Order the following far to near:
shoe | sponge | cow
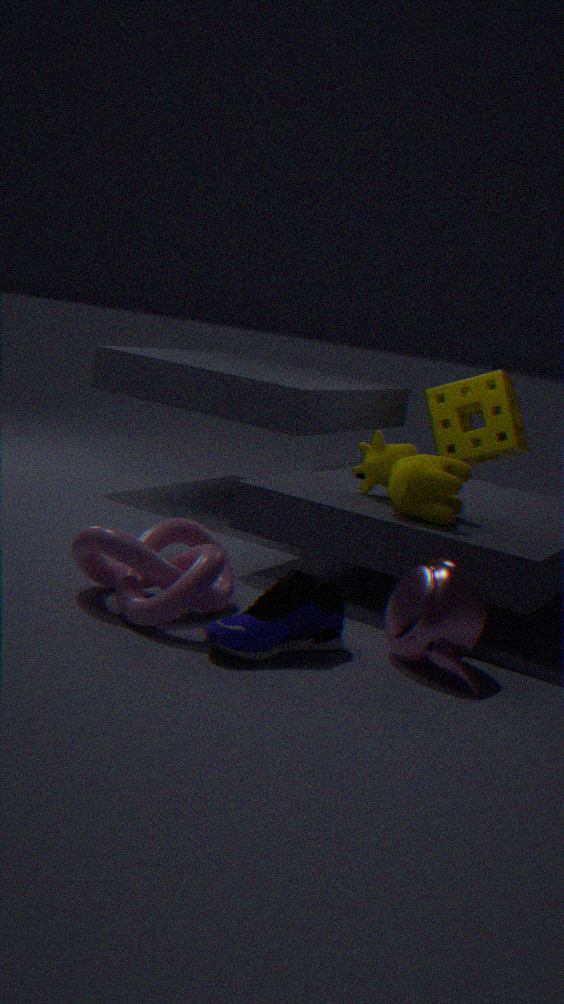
sponge → cow → shoe
